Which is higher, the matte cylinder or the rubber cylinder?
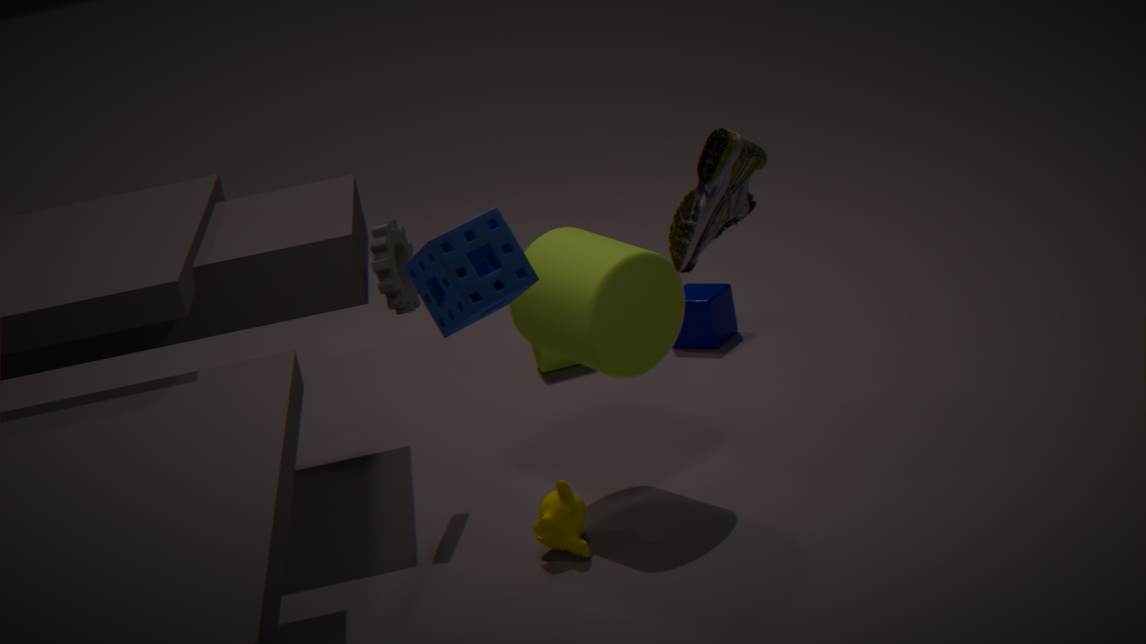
the rubber cylinder
